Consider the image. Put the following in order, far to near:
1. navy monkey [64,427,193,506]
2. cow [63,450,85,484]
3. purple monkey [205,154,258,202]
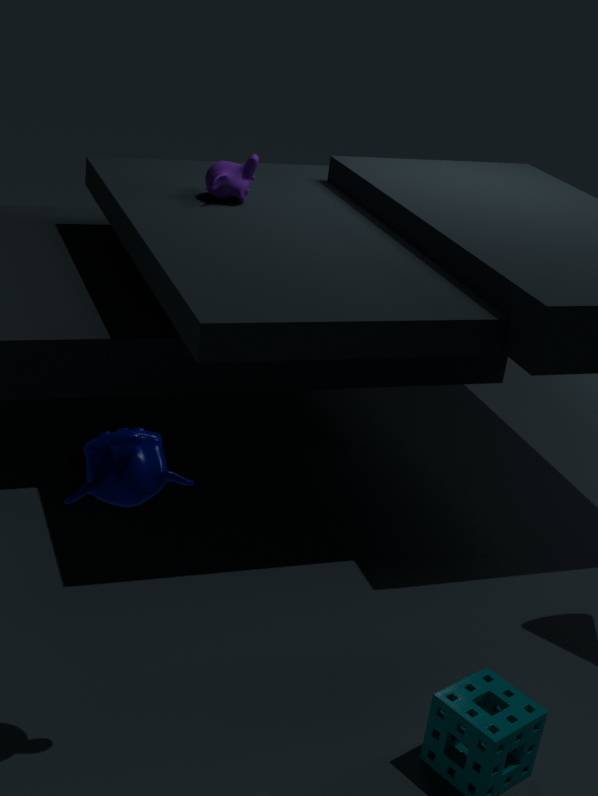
1. purple monkey [205,154,258,202]
2. cow [63,450,85,484]
3. navy monkey [64,427,193,506]
